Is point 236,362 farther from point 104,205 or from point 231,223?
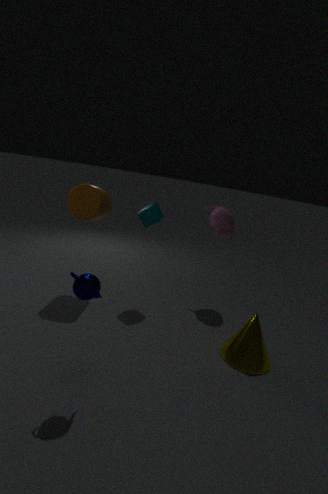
point 104,205
